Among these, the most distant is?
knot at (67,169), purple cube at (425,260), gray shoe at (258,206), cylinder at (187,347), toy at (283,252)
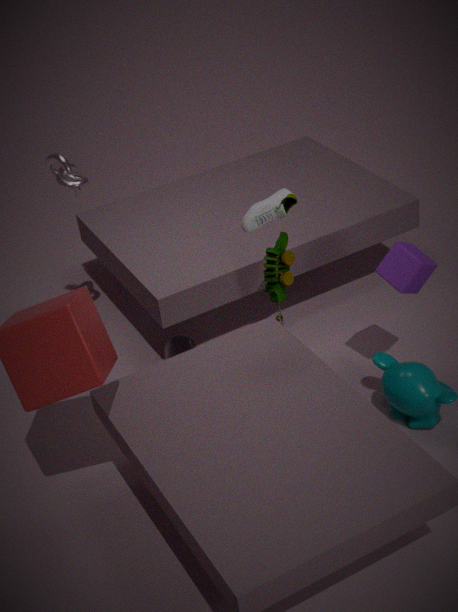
cylinder at (187,347)
